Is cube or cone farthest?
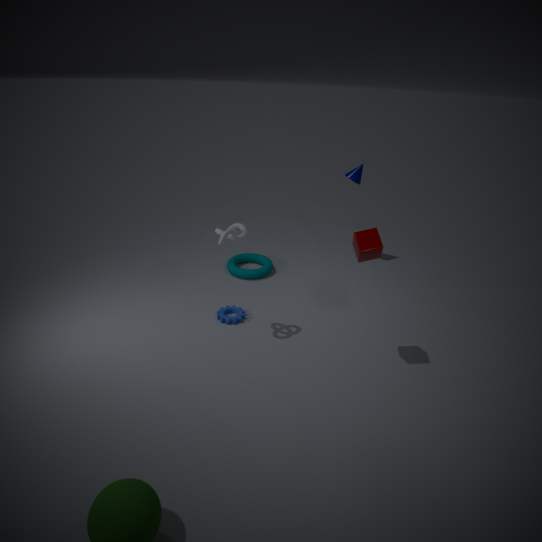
cone
